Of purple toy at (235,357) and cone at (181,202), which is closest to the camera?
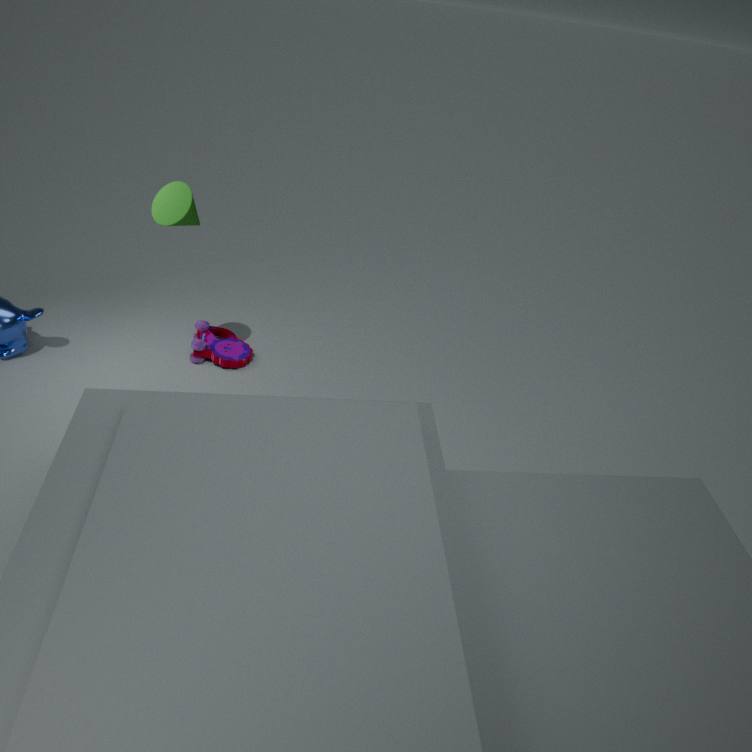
Answer: cone at (181,202)
